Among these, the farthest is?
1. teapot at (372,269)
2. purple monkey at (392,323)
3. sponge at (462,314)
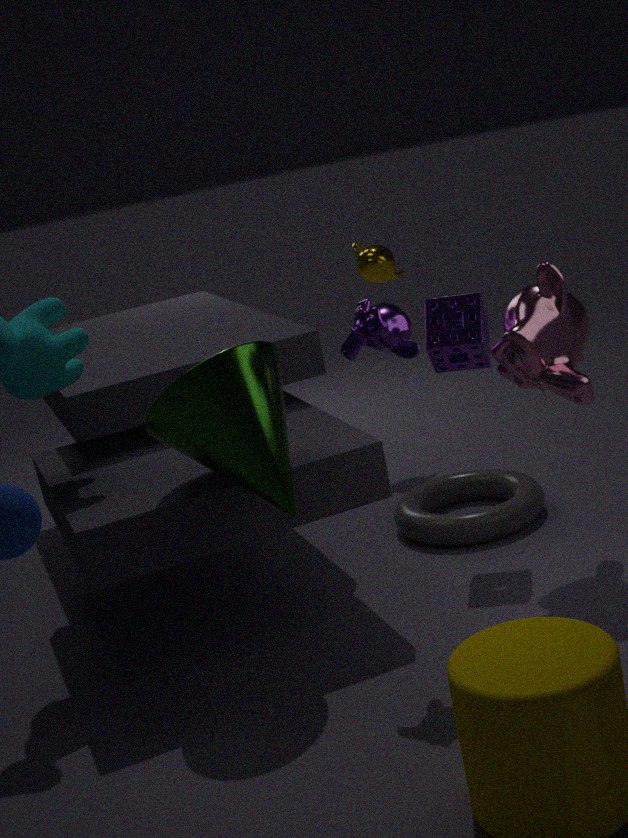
teapot at (372,269)
